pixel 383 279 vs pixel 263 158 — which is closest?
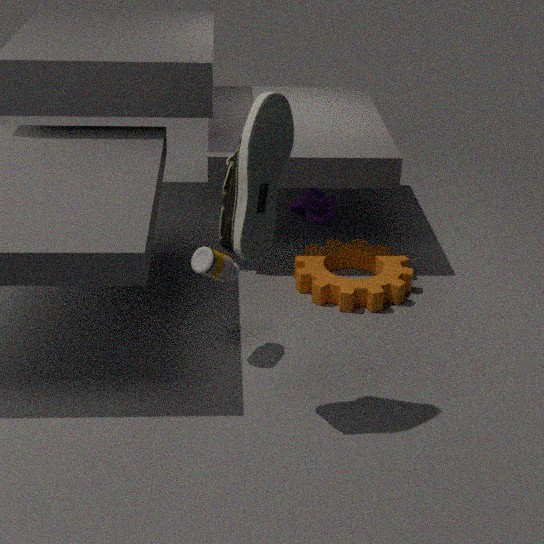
pixel 263 158
